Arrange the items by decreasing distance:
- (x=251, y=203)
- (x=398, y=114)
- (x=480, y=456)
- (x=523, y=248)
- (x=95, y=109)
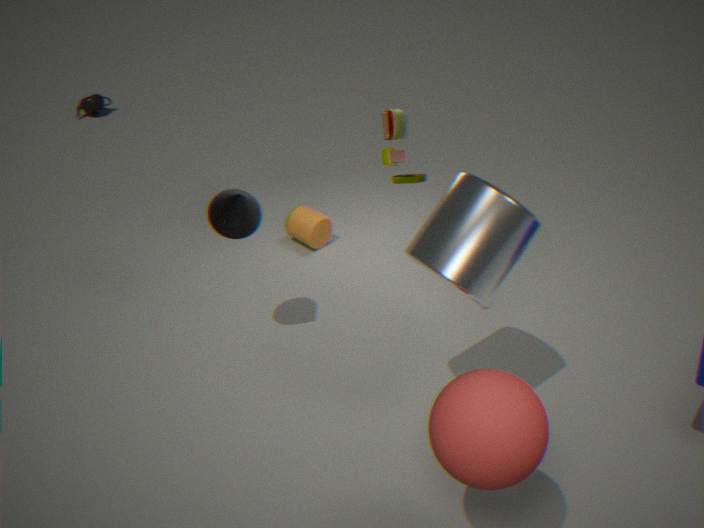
(x=95, y=109), (x=398, y=114), (x=251, y=203), (x=523, y=248), (x=480, y=456)
